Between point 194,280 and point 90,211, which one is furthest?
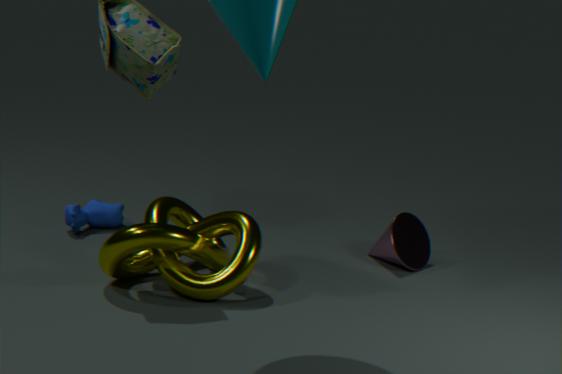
point 90,211
